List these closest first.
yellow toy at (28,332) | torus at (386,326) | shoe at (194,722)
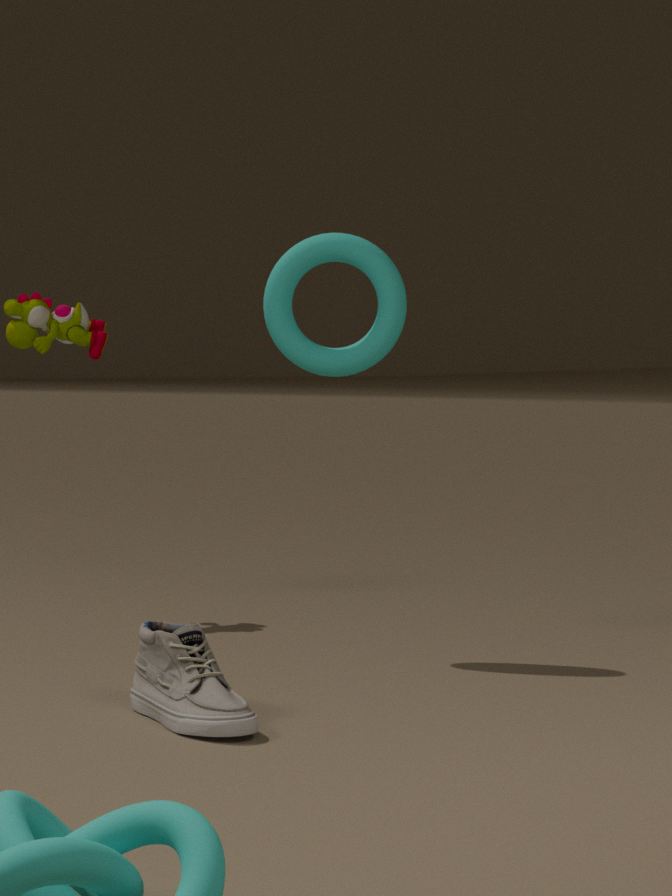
1. shoe at (194,722)
2. torus at (386,326)
3. yellow toy at (28,332)
